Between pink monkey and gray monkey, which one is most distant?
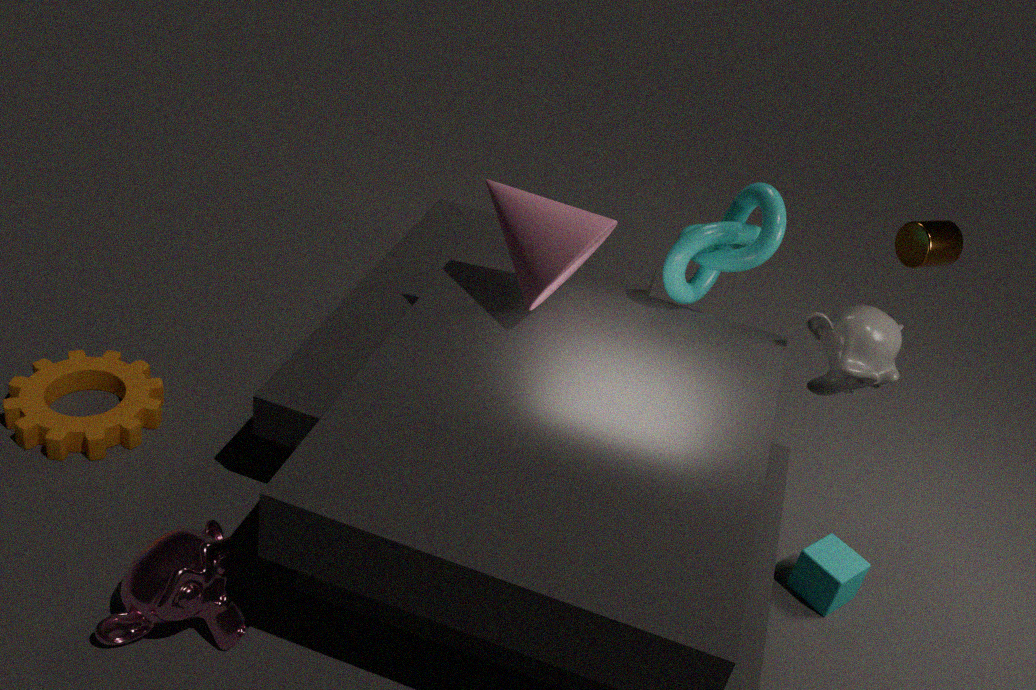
gray monkey
